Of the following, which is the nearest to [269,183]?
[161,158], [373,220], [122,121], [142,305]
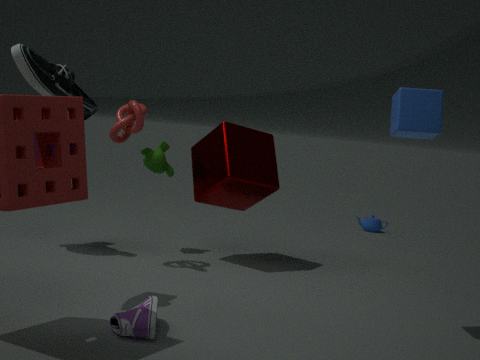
[161,158]
